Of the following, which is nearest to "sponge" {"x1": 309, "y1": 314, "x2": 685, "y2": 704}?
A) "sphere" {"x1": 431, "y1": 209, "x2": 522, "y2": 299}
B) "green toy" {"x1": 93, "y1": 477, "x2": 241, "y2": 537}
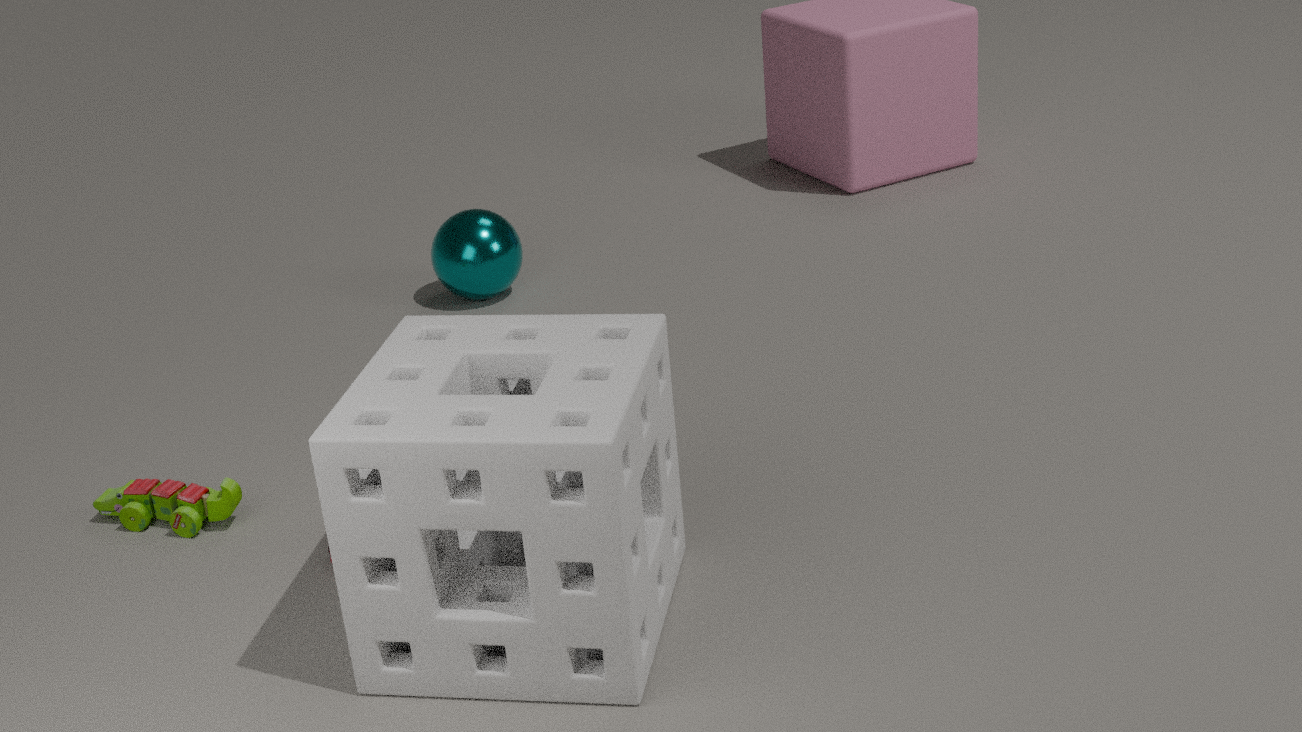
"green toy" {"x1": 93, "y1": 477, "x2": 241, "y2": 537}
